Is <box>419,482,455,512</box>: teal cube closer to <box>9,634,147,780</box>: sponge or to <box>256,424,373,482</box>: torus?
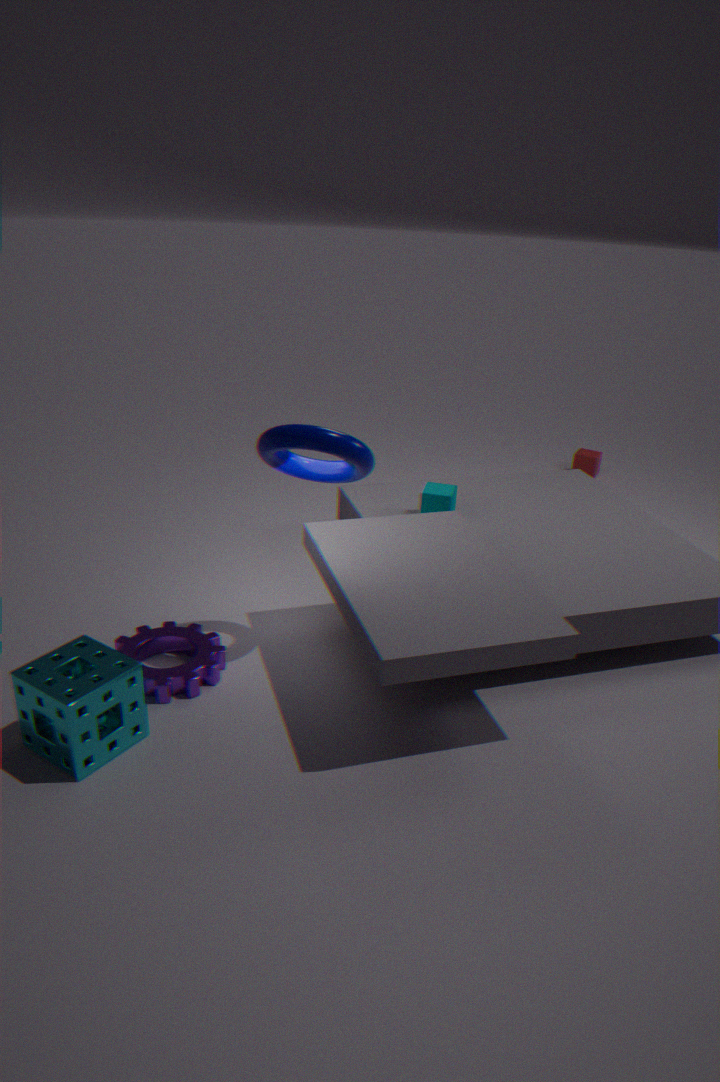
<box>256,424,373,482</box>: torus
